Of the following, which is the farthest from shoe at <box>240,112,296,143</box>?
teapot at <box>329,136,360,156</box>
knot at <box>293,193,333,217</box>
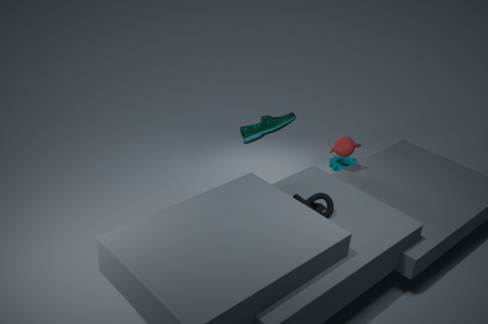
knot at <box>293,193,333,217</box>
